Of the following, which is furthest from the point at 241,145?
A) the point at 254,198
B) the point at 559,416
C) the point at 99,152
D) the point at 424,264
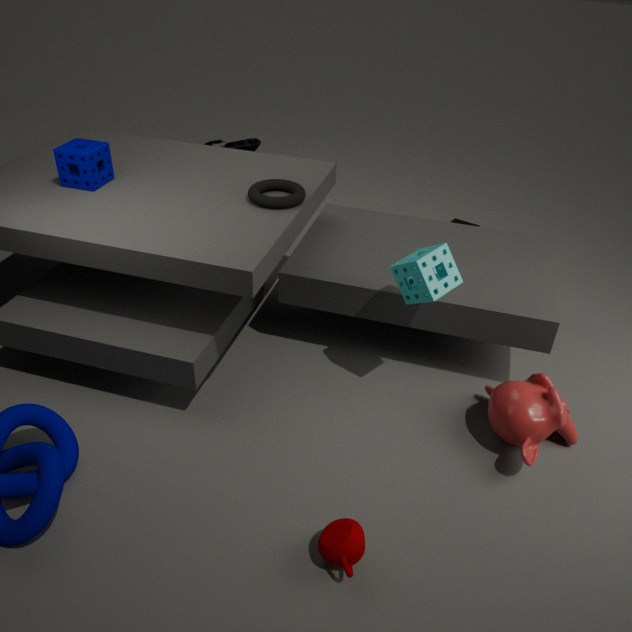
the point at 559,416
